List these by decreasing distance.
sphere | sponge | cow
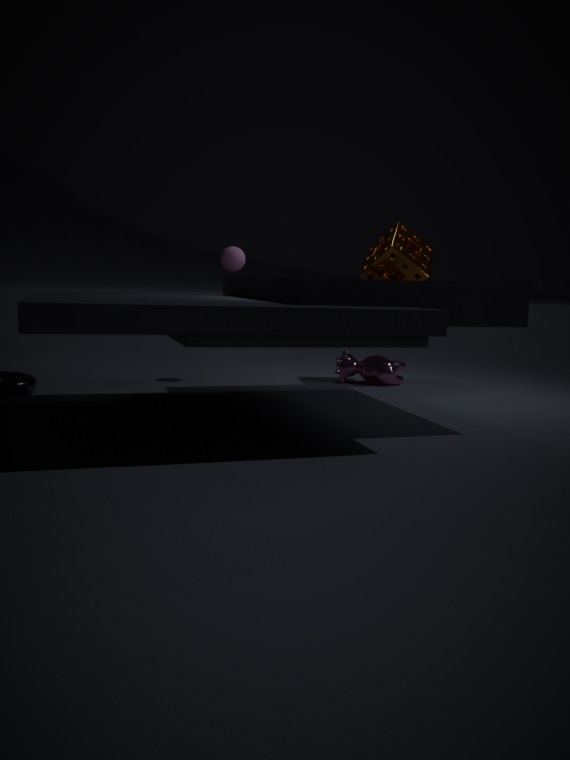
cow, sponge, sphere
